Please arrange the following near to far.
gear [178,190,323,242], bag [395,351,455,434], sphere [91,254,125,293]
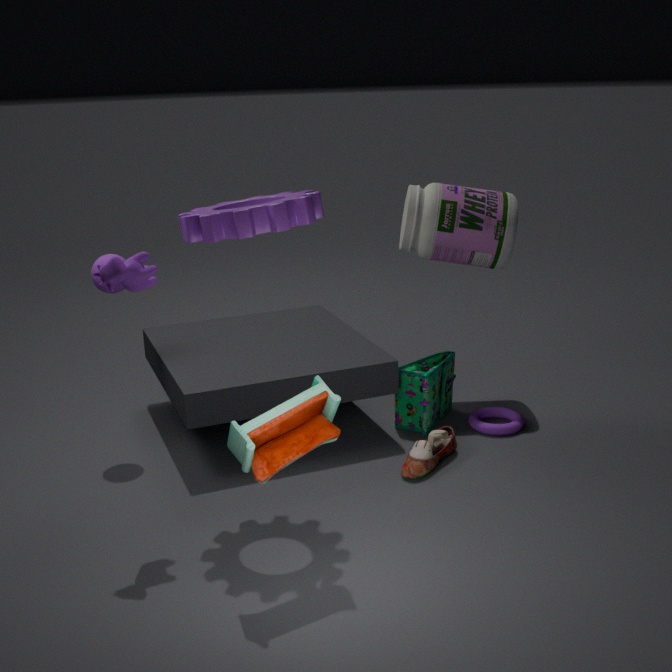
gear [178,190,323,242], sphere [91,254,125,293], bag [395,351,455,434]
